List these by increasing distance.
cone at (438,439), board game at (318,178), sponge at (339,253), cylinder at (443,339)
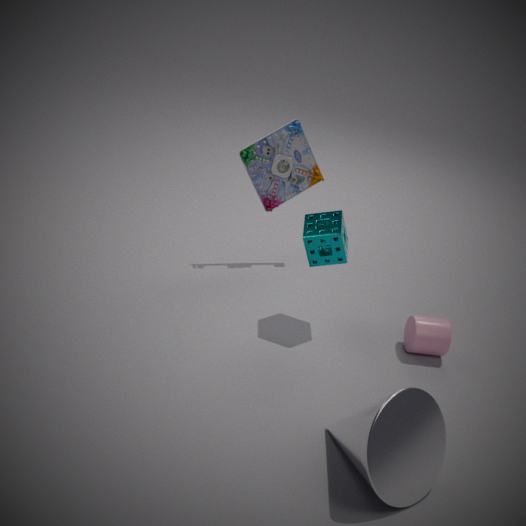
cone at (438,439)
sponge at (339,253)
cylinder at (443,339)
board game at (318,178)
